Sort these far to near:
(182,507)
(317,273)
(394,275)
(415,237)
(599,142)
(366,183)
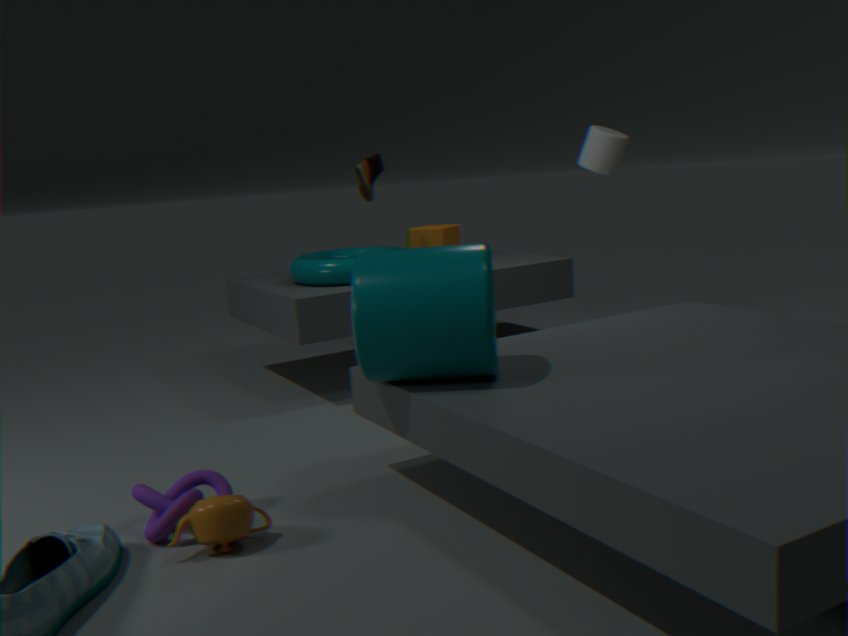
(415,237)
(599,142)
(366,183)
(317,273)
(394,275)
(182,507)
